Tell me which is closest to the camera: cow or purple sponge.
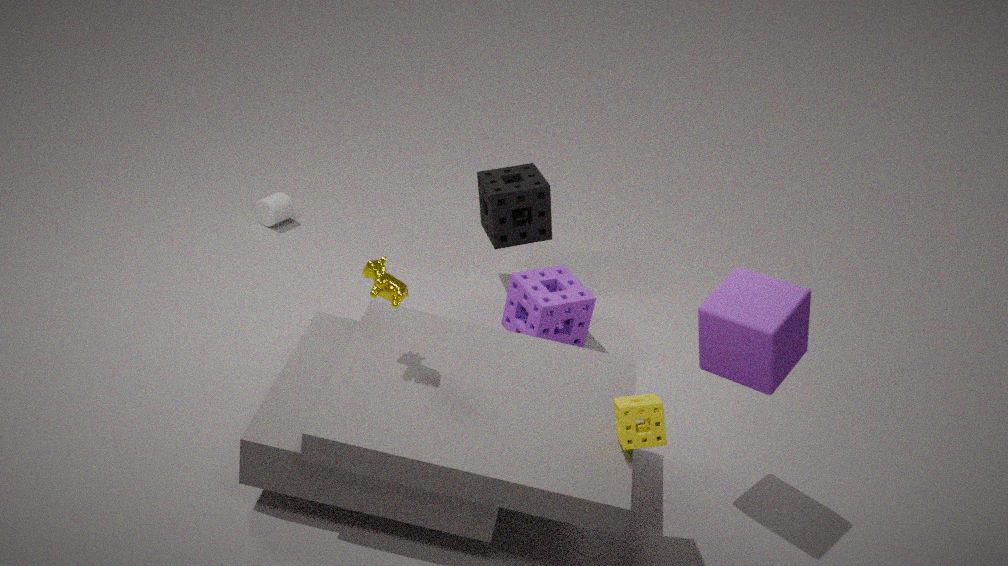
cow
